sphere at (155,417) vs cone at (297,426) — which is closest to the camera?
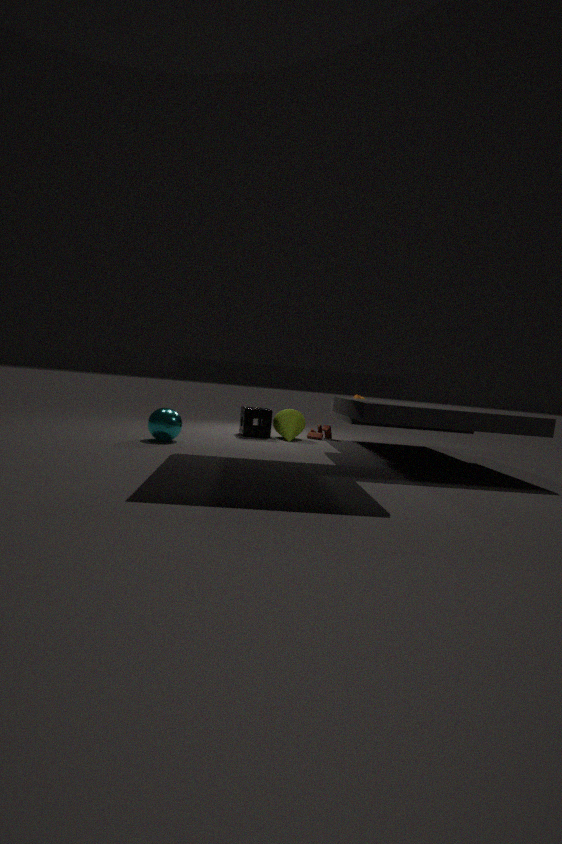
sphere at (155,417)
